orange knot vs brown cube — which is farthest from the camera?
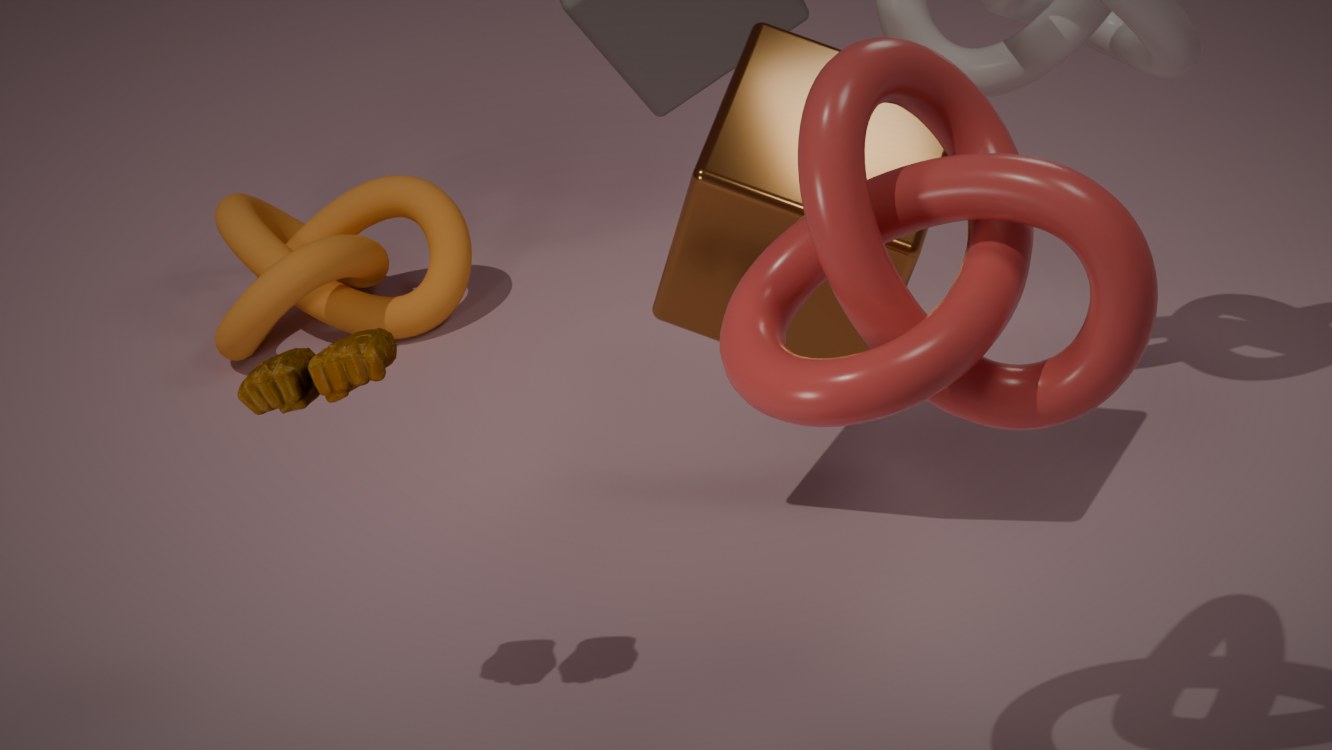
orange knot
